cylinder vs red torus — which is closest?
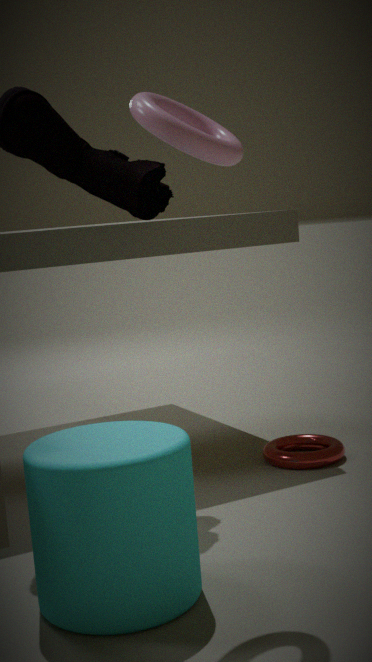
cylinder
